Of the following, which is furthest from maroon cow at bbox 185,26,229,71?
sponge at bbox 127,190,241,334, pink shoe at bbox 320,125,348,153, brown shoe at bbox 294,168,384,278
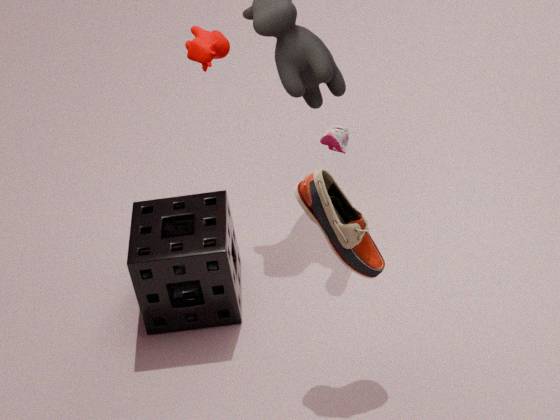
brown shoe at bbox 294,168,384,278
